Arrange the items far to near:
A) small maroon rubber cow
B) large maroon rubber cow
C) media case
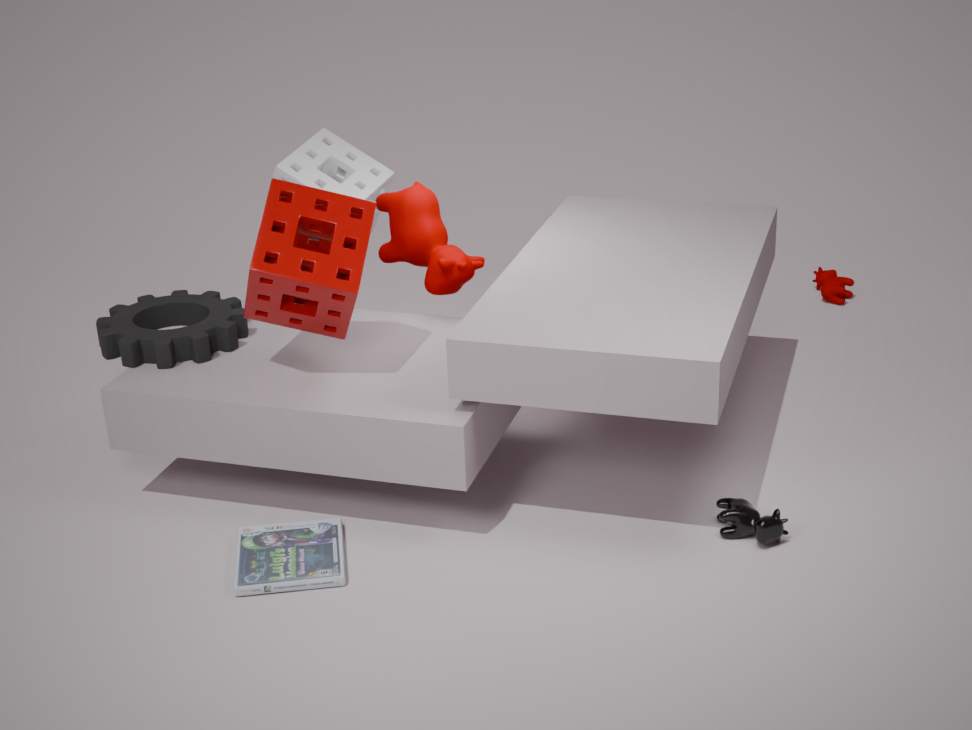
small maroon rubber cow → large maroon rubber cow → media case
